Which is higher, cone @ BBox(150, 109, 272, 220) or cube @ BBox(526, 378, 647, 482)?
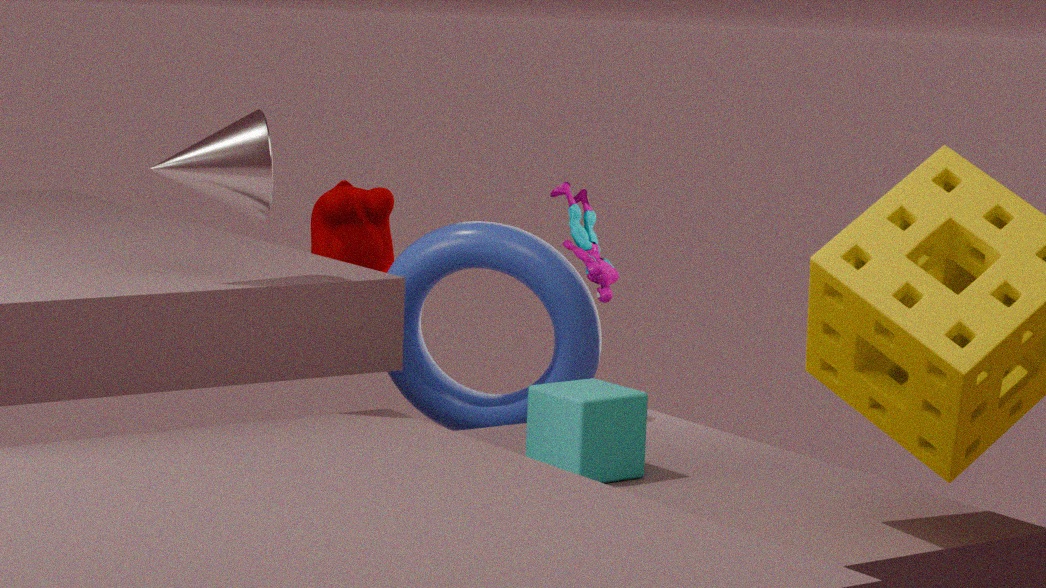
cone @ BBox(150, 109, 272, 220)
